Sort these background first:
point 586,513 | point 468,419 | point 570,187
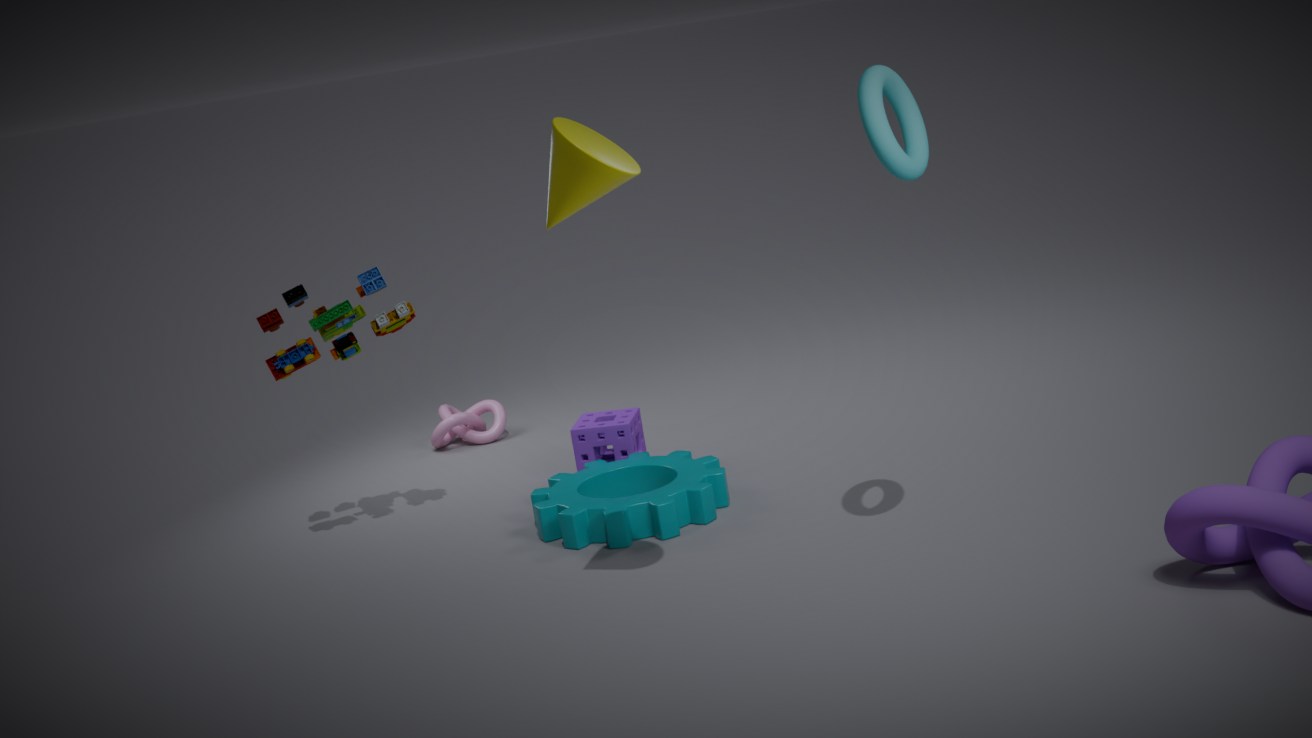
point 468,419 < point 586,513 < point 570,187
